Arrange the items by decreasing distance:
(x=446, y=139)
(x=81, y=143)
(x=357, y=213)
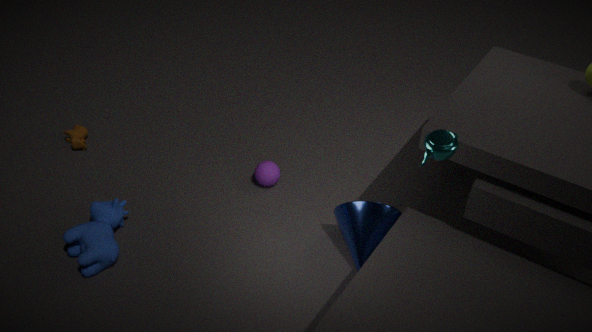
(x=81, y=143)
(x=357, y=213)
(x=446, y=139)
